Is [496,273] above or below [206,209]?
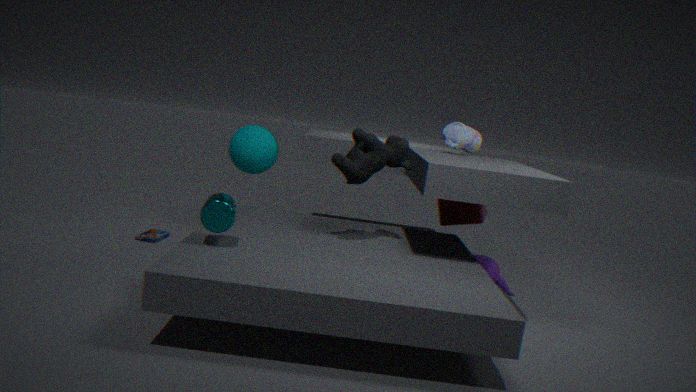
below
